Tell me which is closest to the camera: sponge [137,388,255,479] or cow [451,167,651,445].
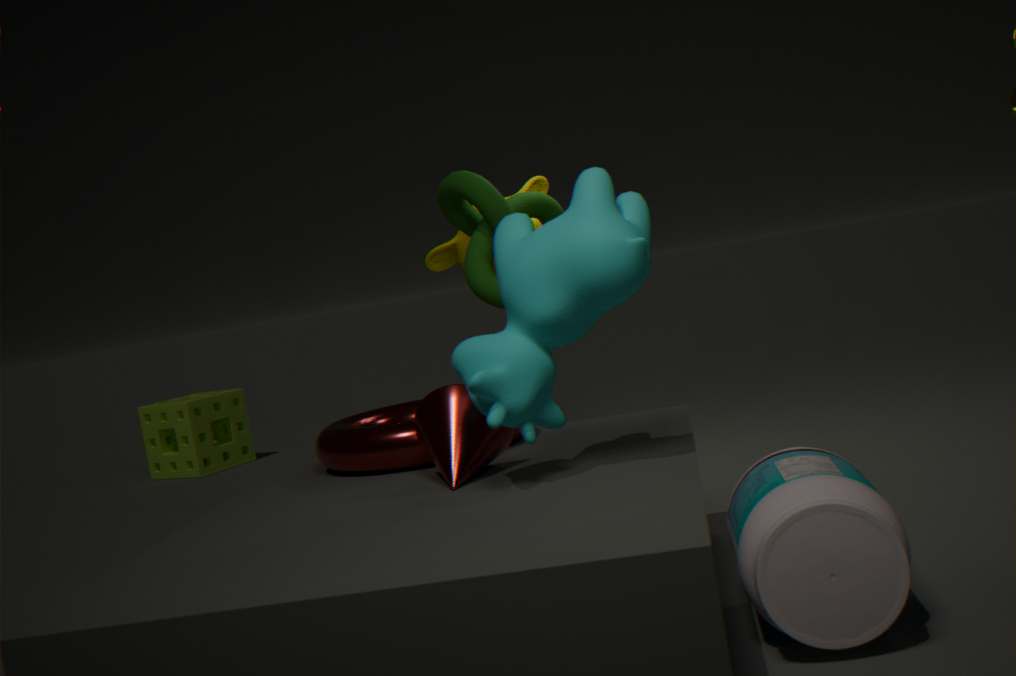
cow [451,167,651,445]
